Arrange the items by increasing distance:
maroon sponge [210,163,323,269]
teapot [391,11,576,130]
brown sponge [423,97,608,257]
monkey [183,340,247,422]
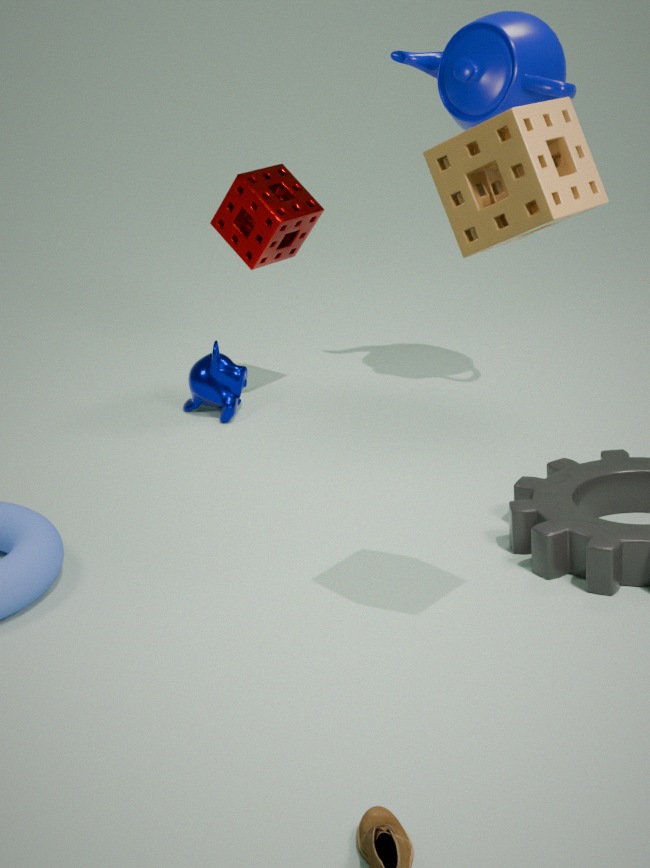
brown sponge [423,97,608,257], teapot [391,11,576,130], maroon sponge [210,163,323,269], monkey [183,340,247,422]
